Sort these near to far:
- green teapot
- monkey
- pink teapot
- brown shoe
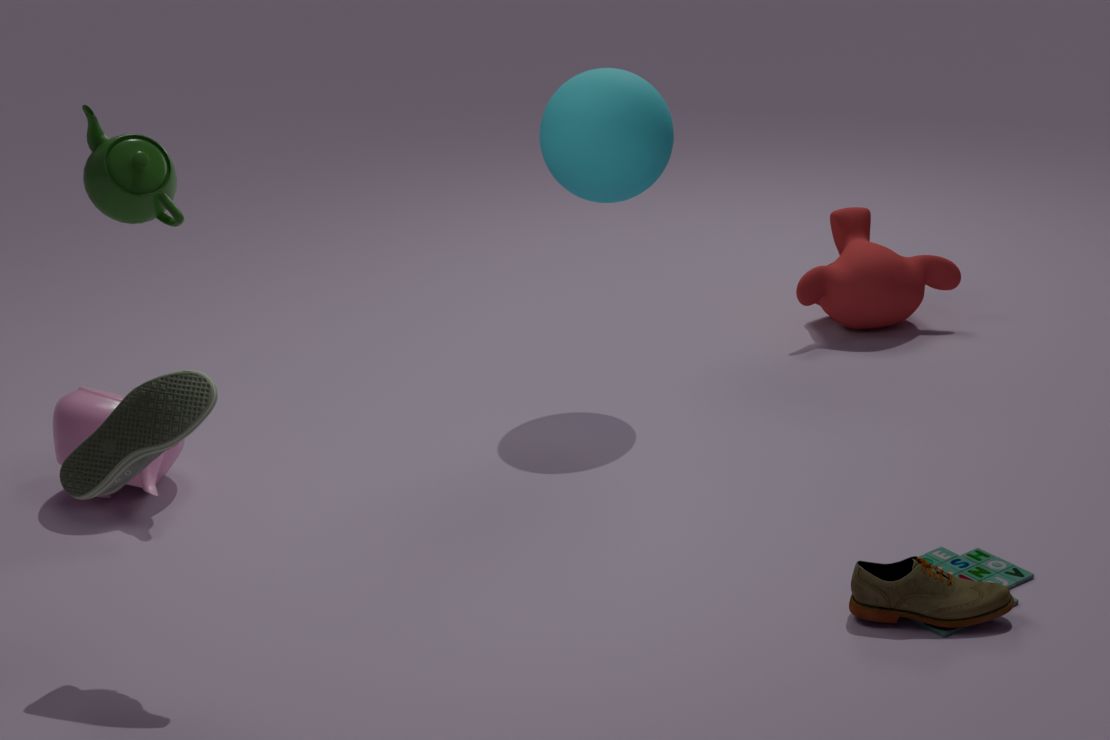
green teapot
brown shoe
pink teapot
monkey
